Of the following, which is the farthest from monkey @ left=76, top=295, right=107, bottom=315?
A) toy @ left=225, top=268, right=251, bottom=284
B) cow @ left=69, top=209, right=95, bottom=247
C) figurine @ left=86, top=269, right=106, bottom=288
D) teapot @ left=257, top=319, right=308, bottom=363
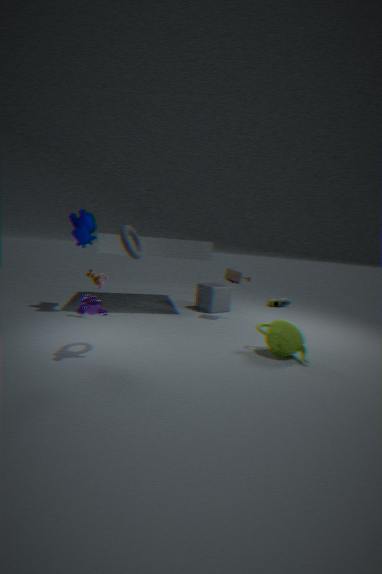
toy @ left=225, top=268, right=251, bottom=284
